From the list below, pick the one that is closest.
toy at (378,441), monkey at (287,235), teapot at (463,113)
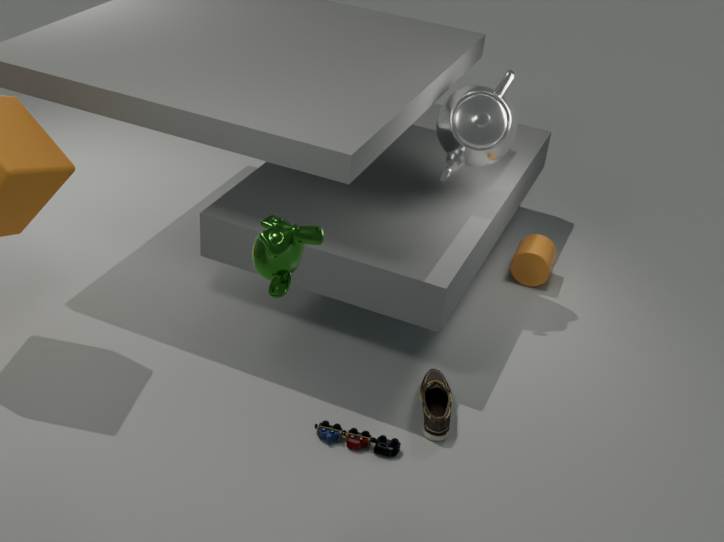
monkey at (287,235)
